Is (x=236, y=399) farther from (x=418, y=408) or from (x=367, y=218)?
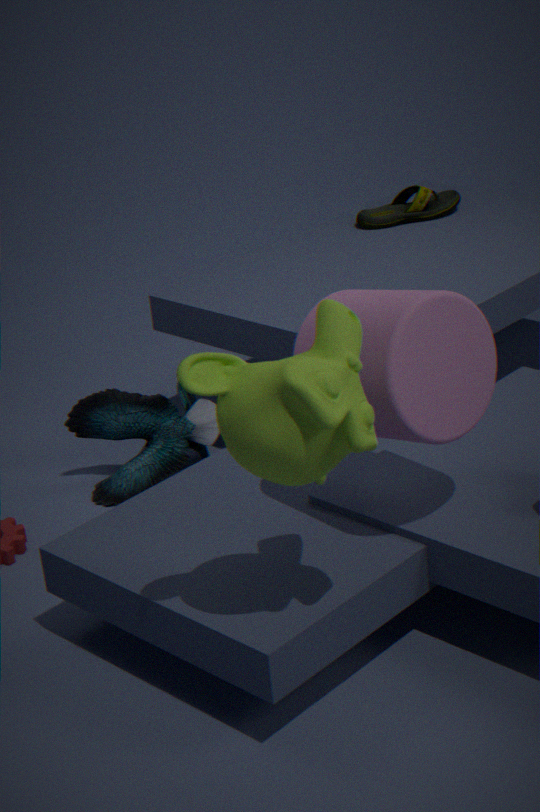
(x=367, y=218)
